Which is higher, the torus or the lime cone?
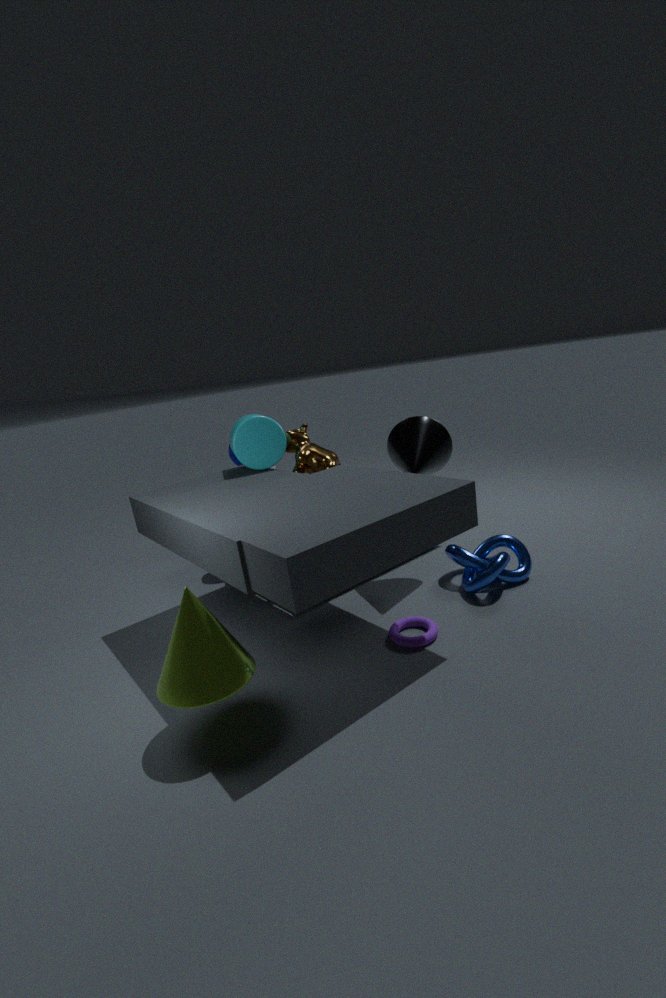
the lime cone
